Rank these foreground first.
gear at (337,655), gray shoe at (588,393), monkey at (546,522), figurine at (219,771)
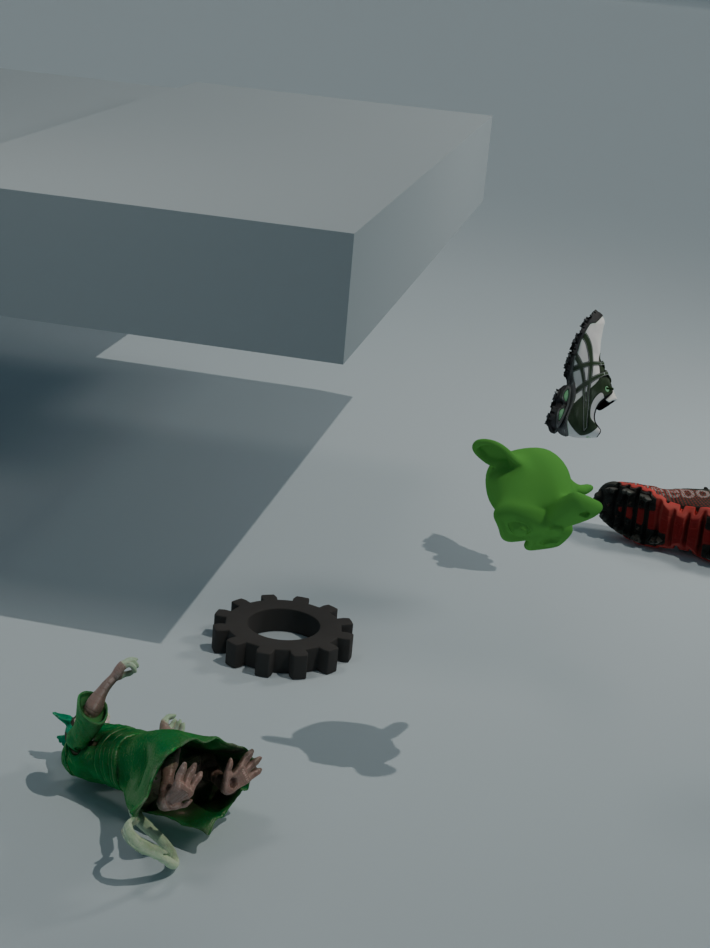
figurine at (219,771), monkey at (546,522), gear at (337,655), gray shoe at (588,393)
